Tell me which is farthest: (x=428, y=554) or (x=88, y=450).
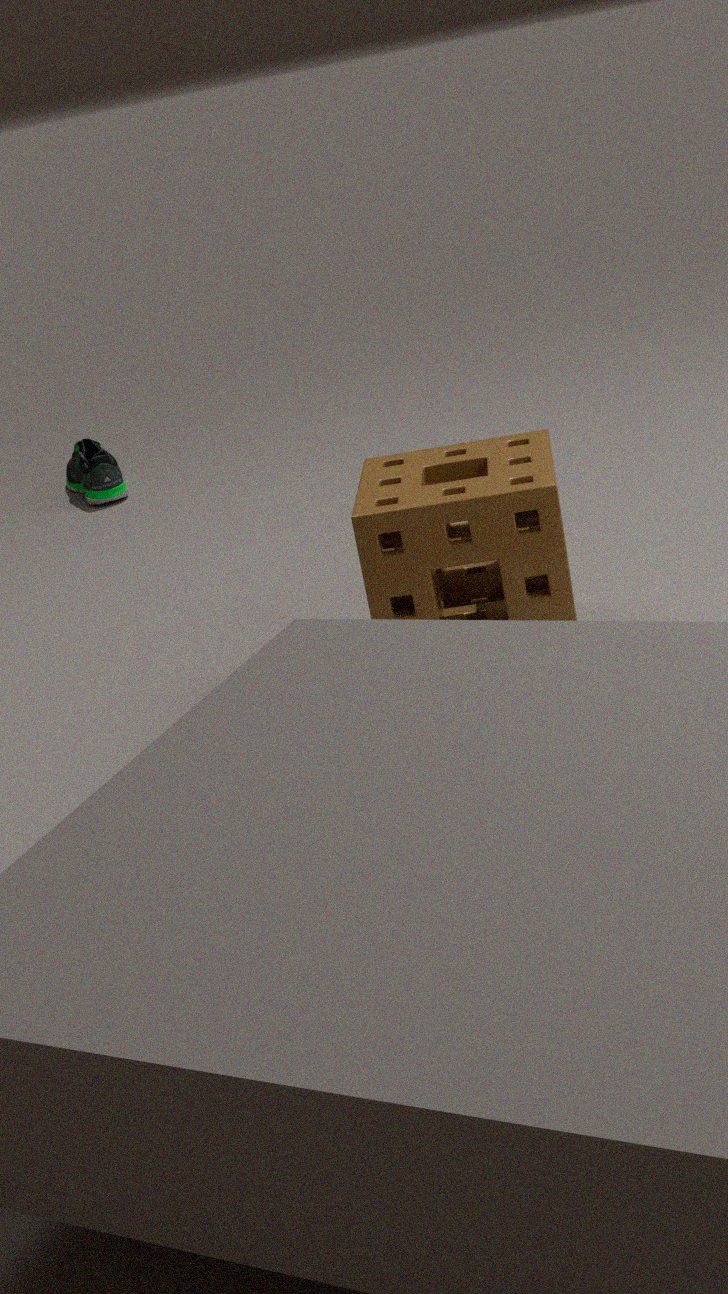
(x=88, y=450)
